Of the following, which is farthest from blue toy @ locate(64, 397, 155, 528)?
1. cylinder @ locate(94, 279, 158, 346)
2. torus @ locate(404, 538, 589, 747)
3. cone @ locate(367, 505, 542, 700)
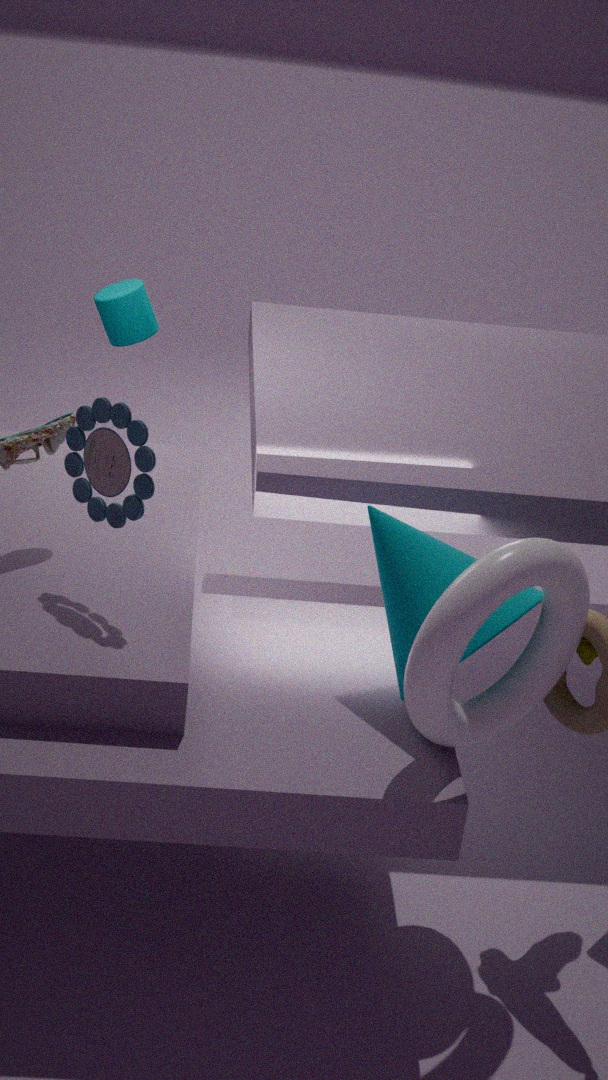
cylinder @ locate(94, 279, 158, 346)
